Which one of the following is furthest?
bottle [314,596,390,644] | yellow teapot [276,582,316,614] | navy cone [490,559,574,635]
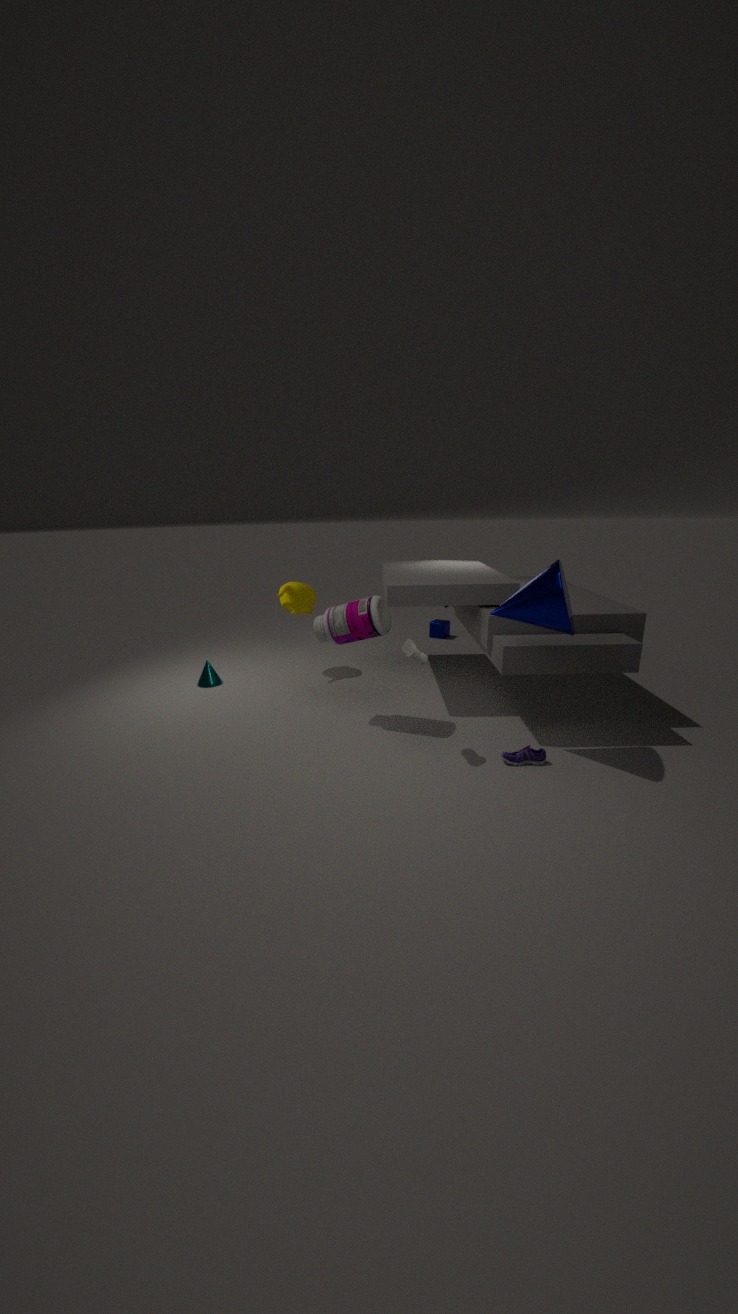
yellow teapot [276,582,316,614]
